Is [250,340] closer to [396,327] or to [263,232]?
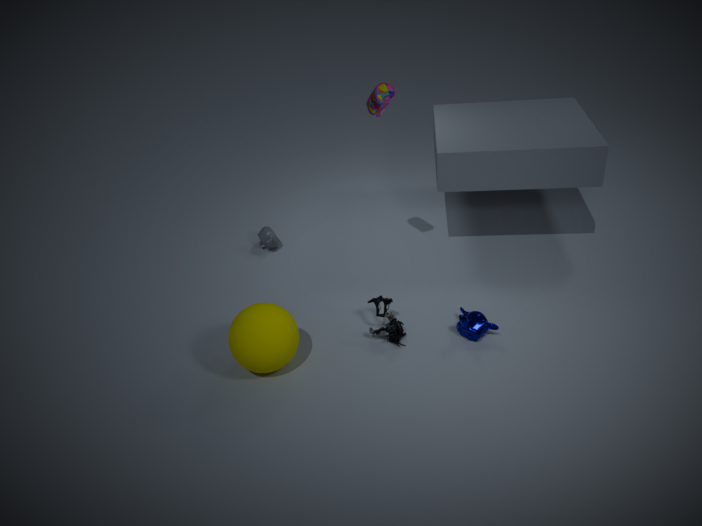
[396,327]
